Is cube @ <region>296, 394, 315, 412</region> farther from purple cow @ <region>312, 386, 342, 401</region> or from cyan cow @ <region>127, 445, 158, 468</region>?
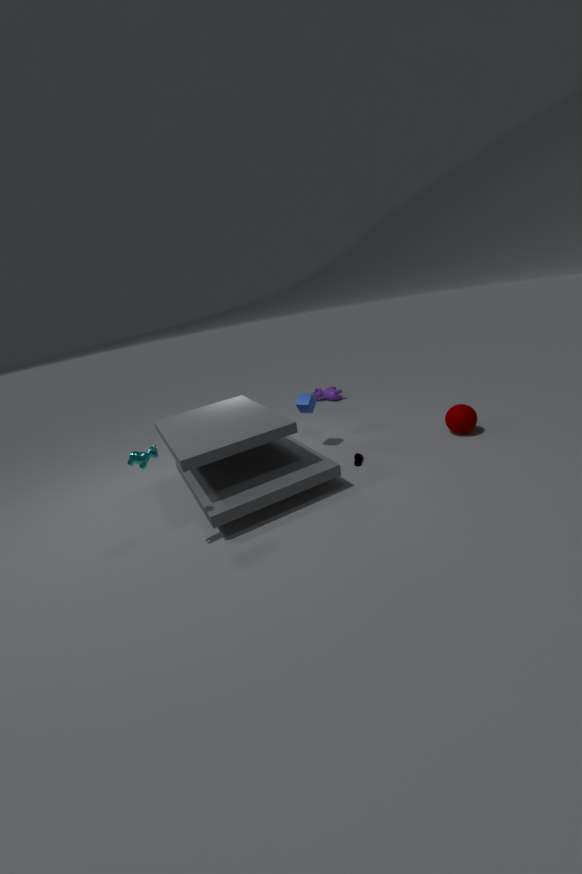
cyan cow @ <region>127, 445, 158, 468</region>
